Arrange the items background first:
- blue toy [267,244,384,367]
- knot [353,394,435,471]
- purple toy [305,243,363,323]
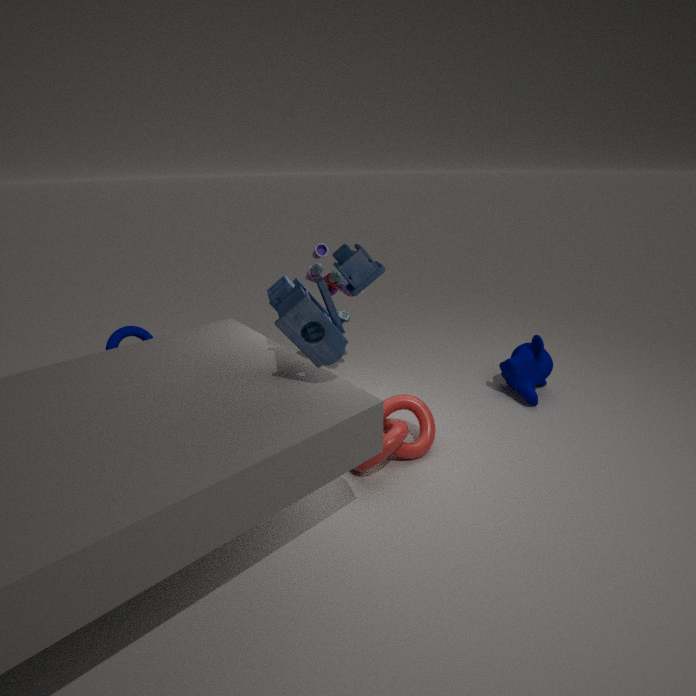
purple toy [305,243,363,323], knot [353,394,435,471], blue toy [267,244,384,367]
